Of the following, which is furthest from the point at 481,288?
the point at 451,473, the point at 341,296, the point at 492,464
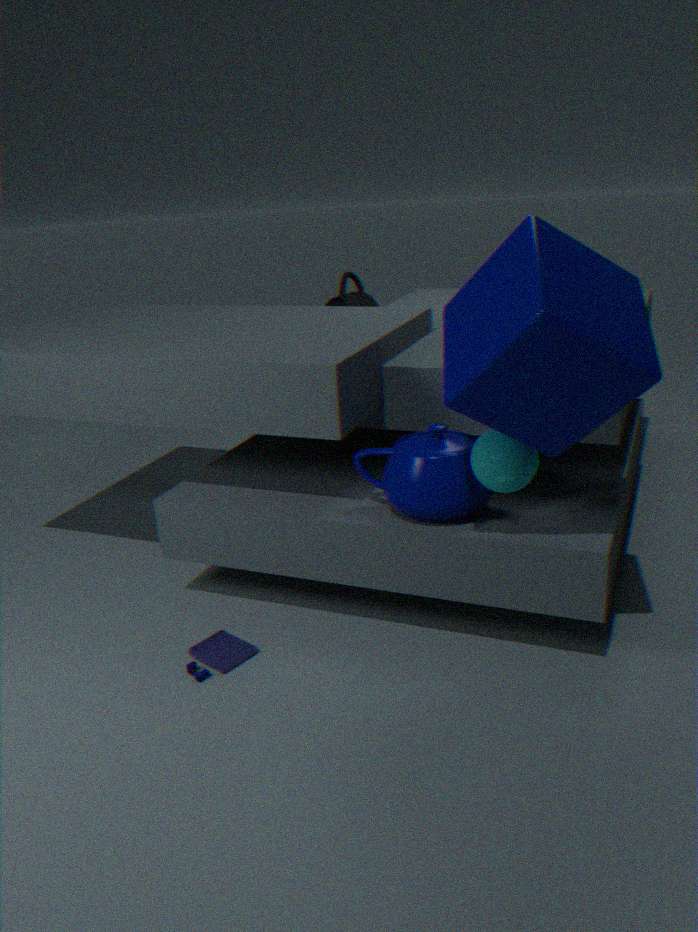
the point at 341,296
